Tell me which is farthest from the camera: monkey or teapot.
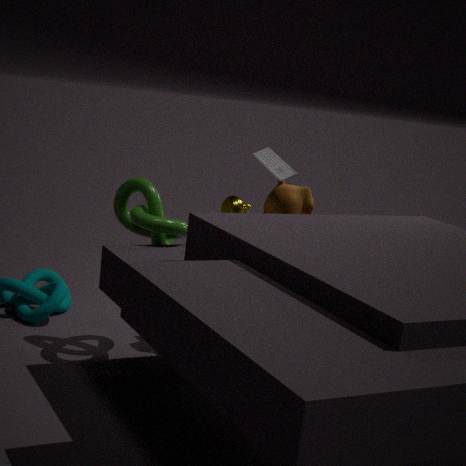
monkey
